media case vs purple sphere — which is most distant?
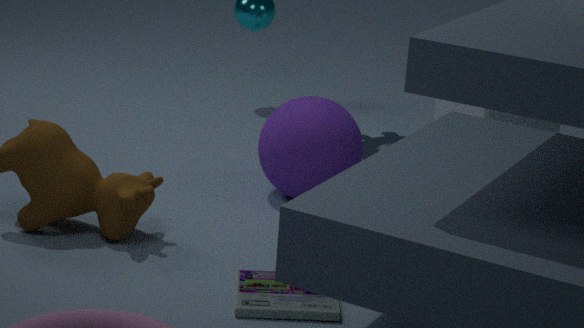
purple sphere
